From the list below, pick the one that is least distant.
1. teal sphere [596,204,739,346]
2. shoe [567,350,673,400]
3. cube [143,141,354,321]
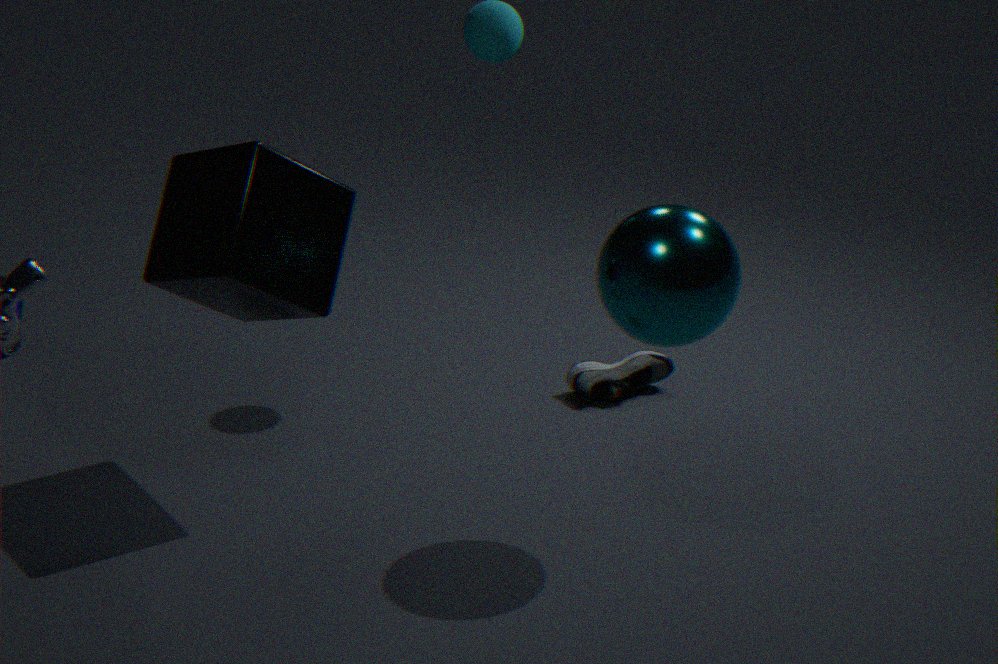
teal sphere [596,204,739,346]
